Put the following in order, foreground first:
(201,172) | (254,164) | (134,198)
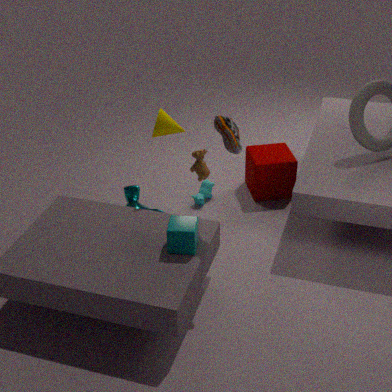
1. (134,198)
2. (201,172)
3. (254,164)
